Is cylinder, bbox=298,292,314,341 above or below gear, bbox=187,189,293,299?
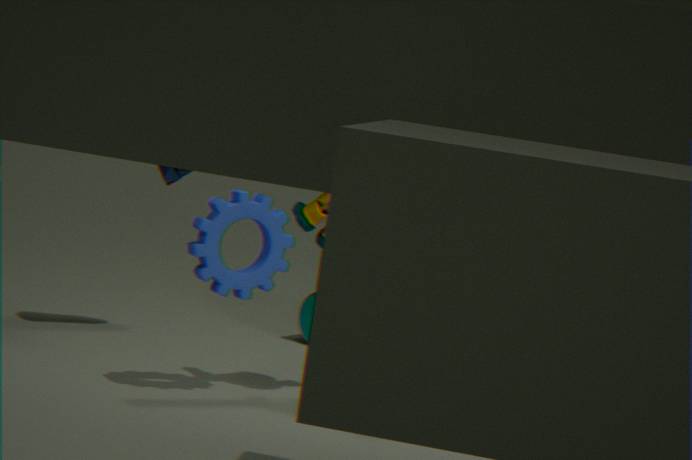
below
